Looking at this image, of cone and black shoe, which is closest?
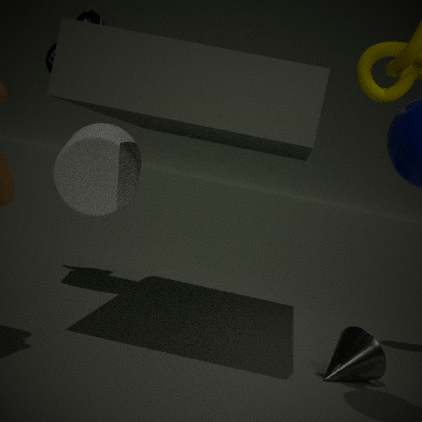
cone
